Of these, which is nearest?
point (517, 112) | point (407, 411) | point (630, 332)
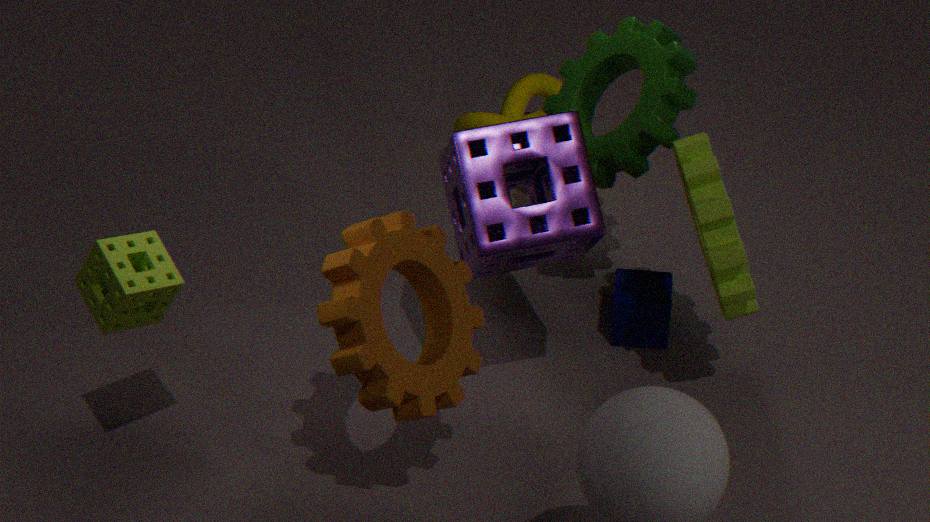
point (407, 411)
